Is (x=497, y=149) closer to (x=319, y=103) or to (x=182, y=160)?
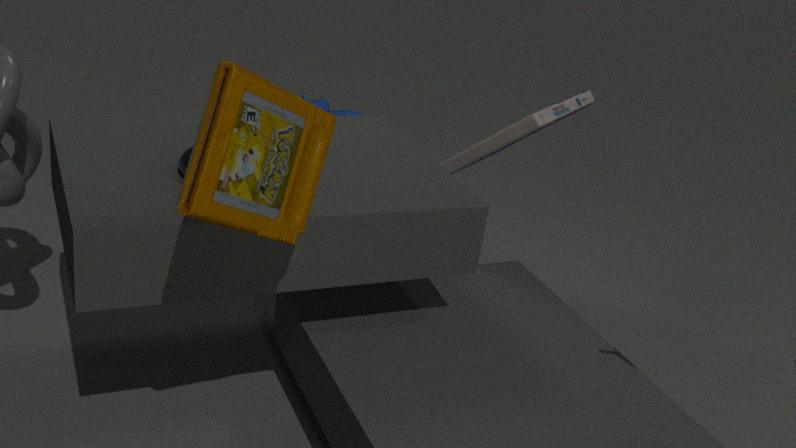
(x=182, y=160)
